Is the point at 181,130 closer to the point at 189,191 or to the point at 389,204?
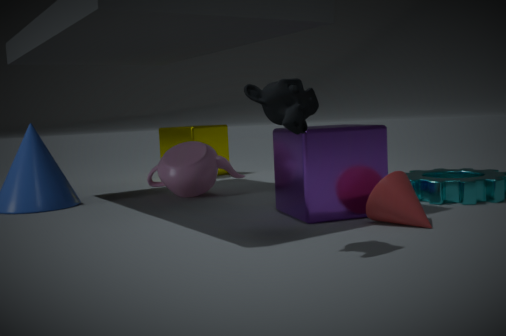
the point at 189,191
